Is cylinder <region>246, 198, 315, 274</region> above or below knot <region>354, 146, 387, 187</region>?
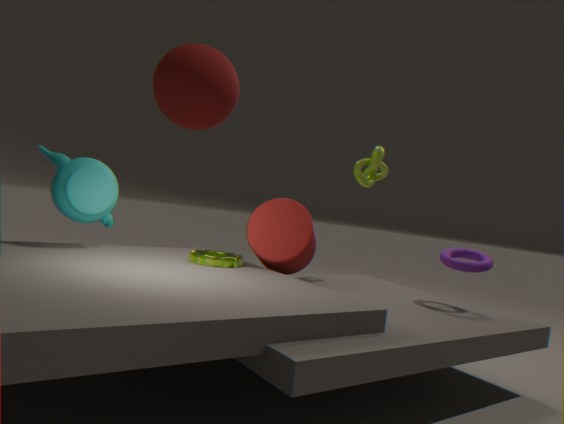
below
